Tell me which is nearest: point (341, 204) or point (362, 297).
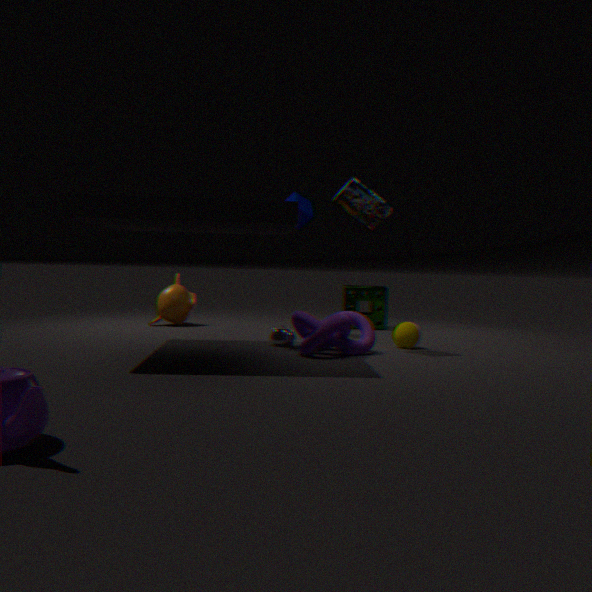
point (341, 204)
